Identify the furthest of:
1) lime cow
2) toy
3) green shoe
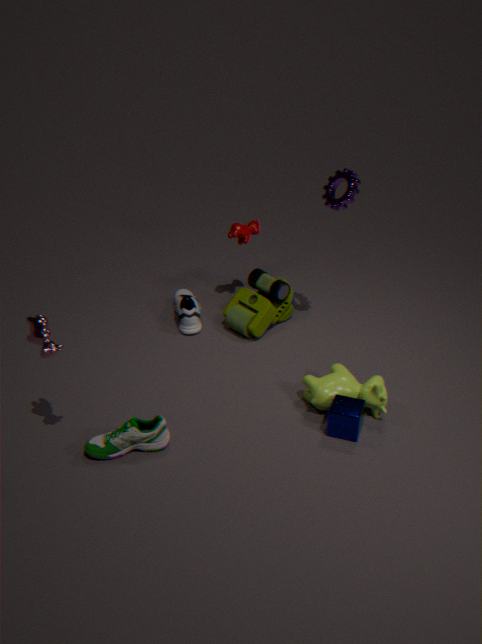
2. toy
